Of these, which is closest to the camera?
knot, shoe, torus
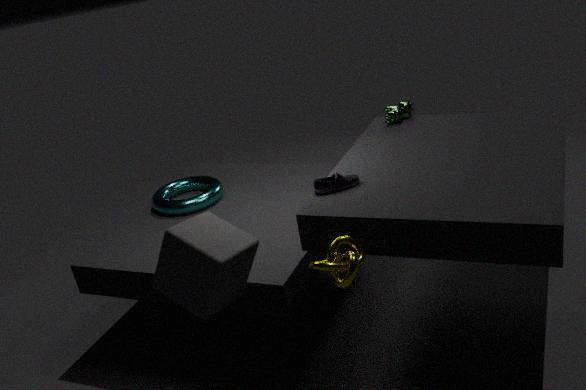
knot
